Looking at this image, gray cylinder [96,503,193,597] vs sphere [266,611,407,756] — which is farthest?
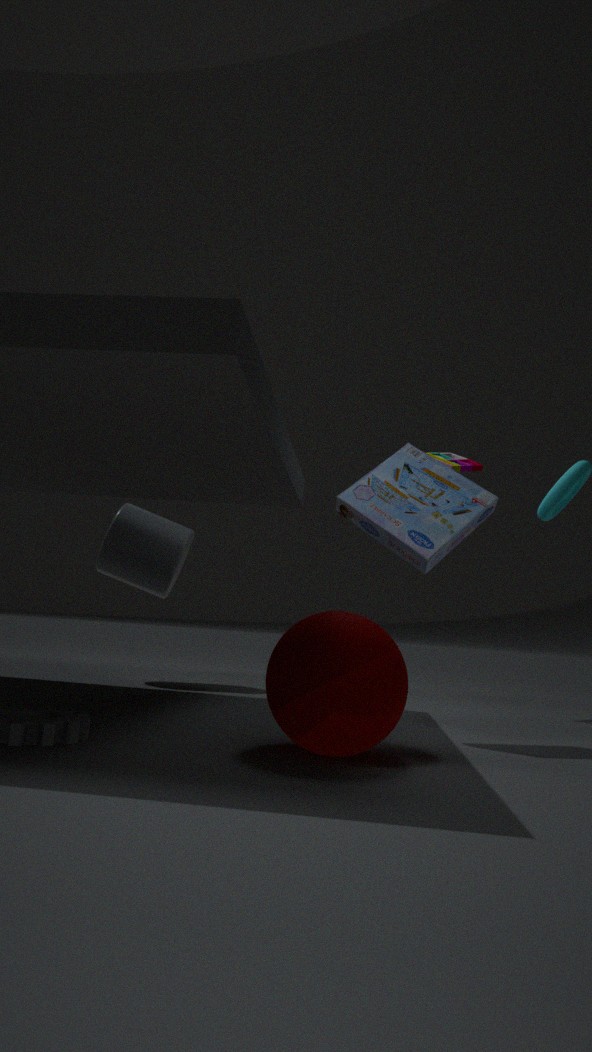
gray cylinder [96,503,193,597]
